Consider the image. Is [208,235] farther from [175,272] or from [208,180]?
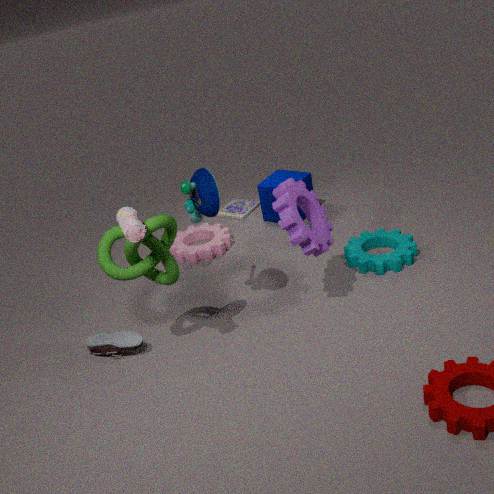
[175,272]
